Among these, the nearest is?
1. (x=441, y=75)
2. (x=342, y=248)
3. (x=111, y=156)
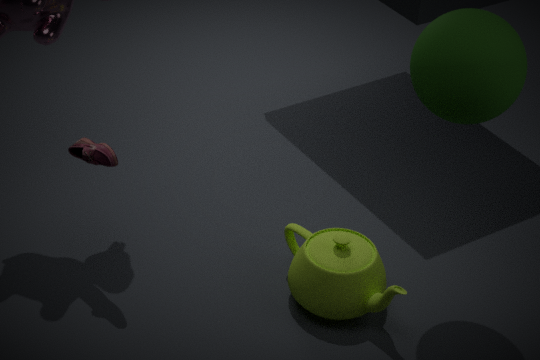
(x=441, y=75)
